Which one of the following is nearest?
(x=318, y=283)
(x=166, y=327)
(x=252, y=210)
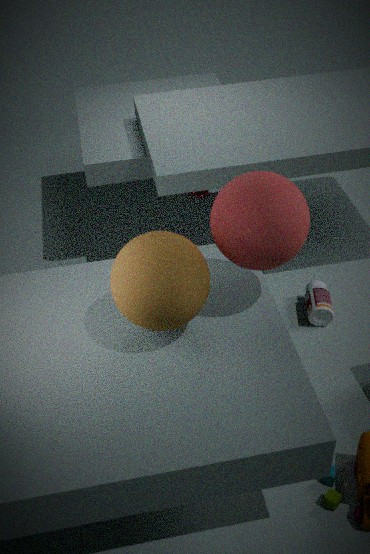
(x=252, y=210)
